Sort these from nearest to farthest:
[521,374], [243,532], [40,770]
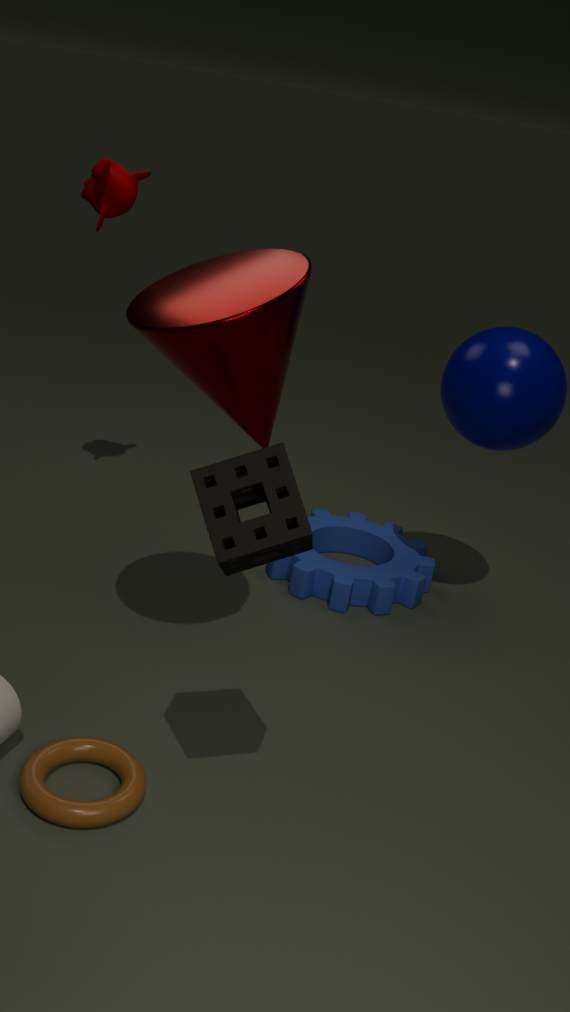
1. [243,532]
2. [40,770]
3. [521,374]
